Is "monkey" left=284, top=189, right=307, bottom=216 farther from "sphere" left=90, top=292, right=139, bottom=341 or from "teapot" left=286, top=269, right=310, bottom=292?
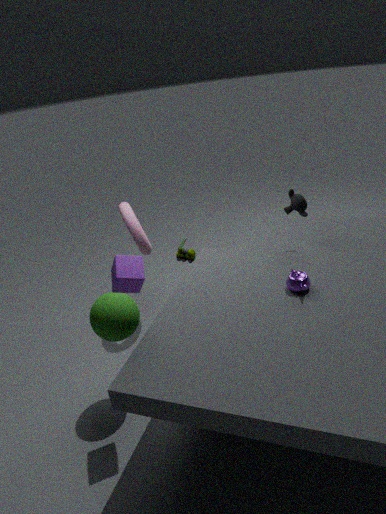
"sphere" left=90, top=292, right=139, bottom=341
